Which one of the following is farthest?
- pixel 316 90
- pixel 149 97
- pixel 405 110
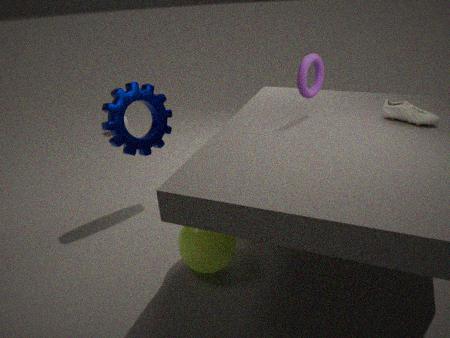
pixel 149 97
